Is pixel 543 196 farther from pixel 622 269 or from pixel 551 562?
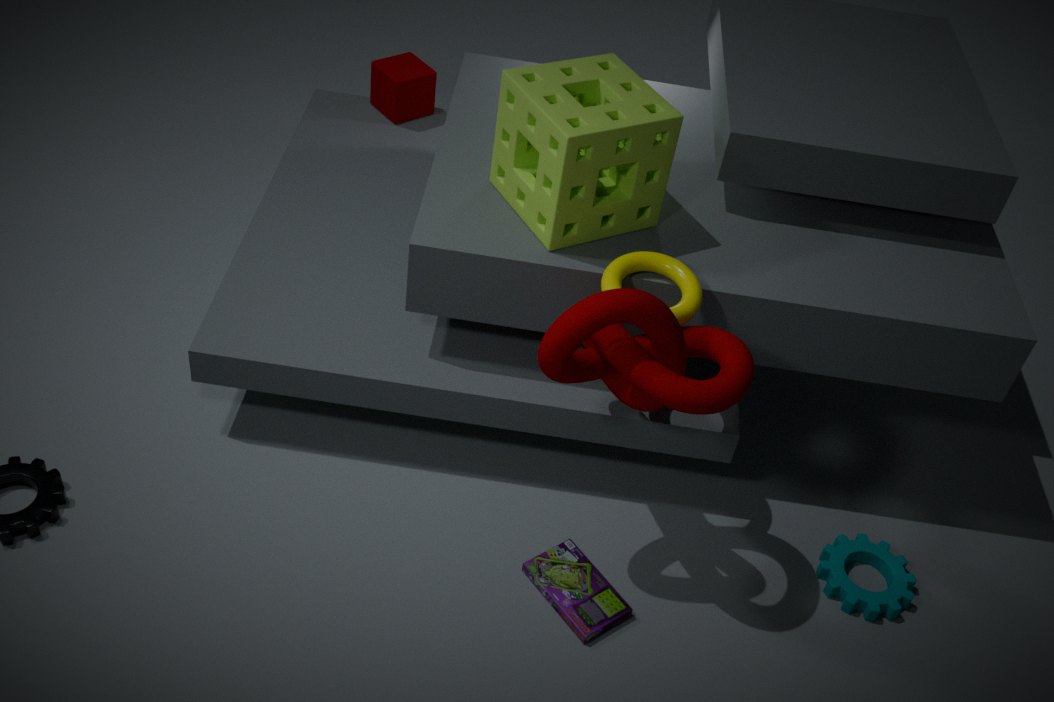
pixel 551 562
